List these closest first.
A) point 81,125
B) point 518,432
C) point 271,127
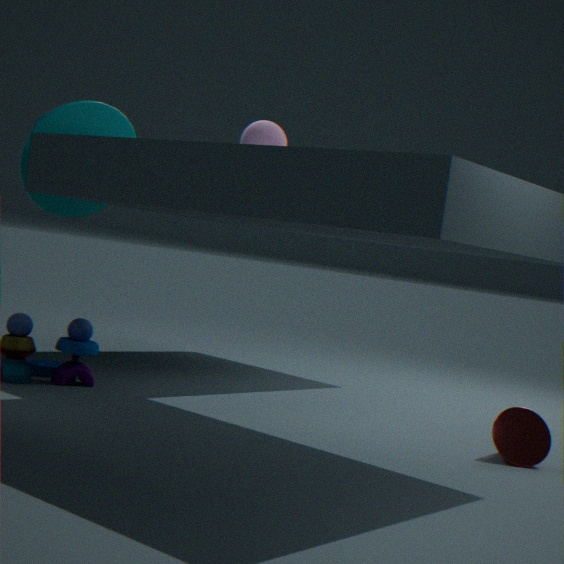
point 81,125 → point 518,432 → point 271,127
